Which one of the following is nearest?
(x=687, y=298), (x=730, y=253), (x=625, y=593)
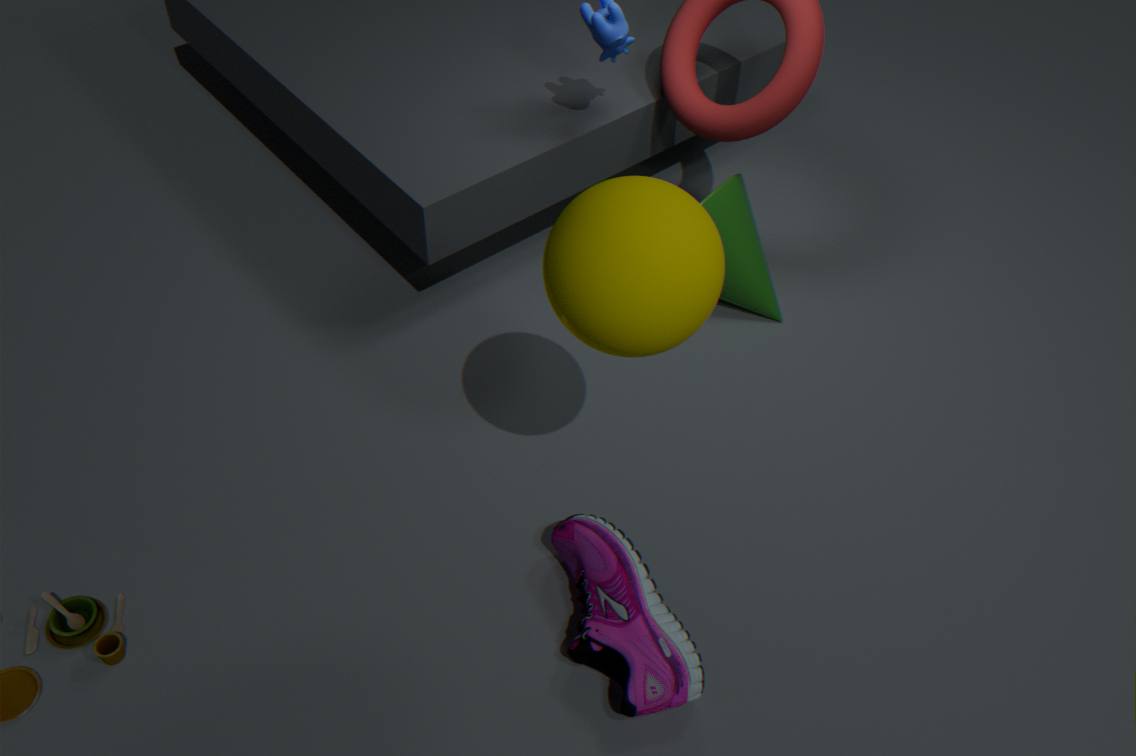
(x=687, y=298)
